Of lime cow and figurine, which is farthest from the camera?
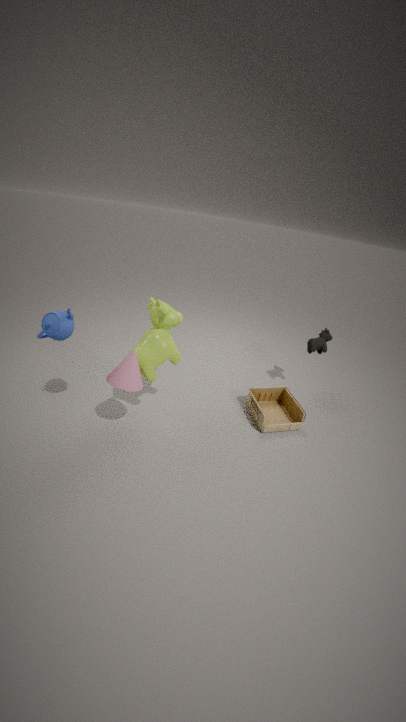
figurine
